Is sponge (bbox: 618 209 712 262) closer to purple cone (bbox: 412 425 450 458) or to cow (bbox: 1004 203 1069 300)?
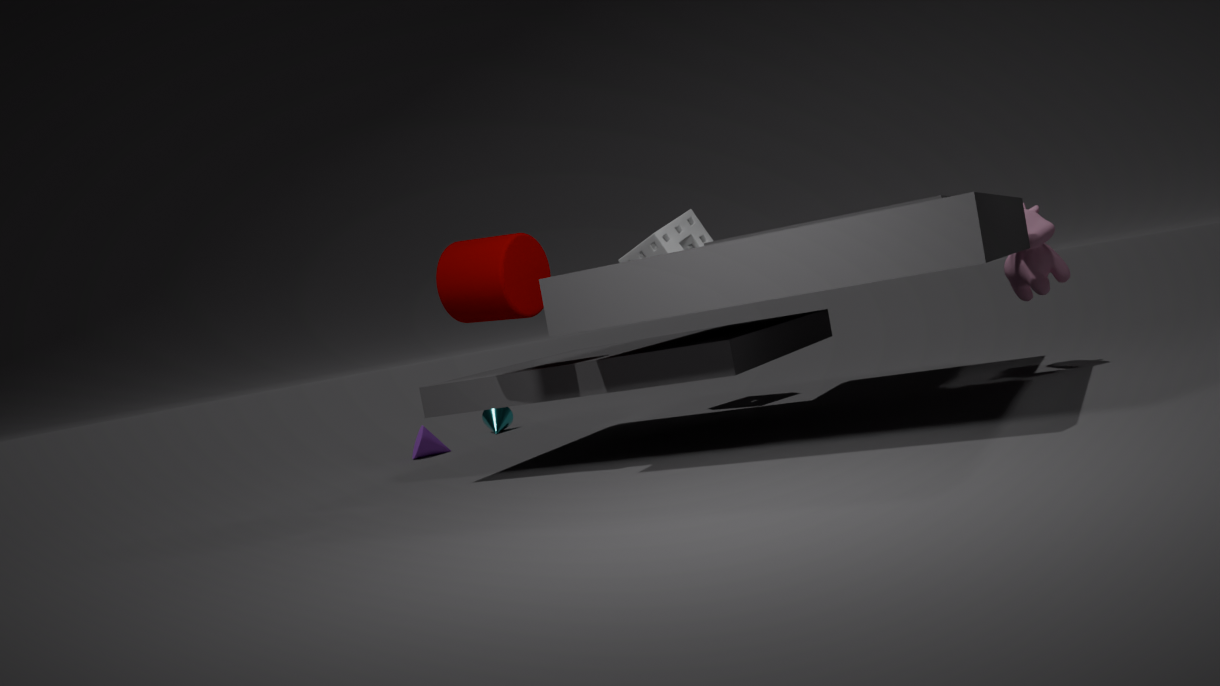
cow (bbox: 1004 203 1069 300)
